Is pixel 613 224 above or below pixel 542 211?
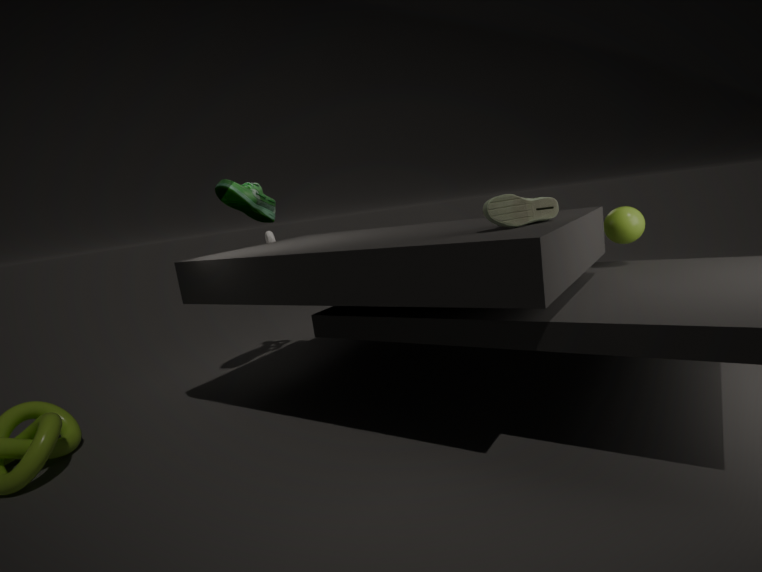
below
